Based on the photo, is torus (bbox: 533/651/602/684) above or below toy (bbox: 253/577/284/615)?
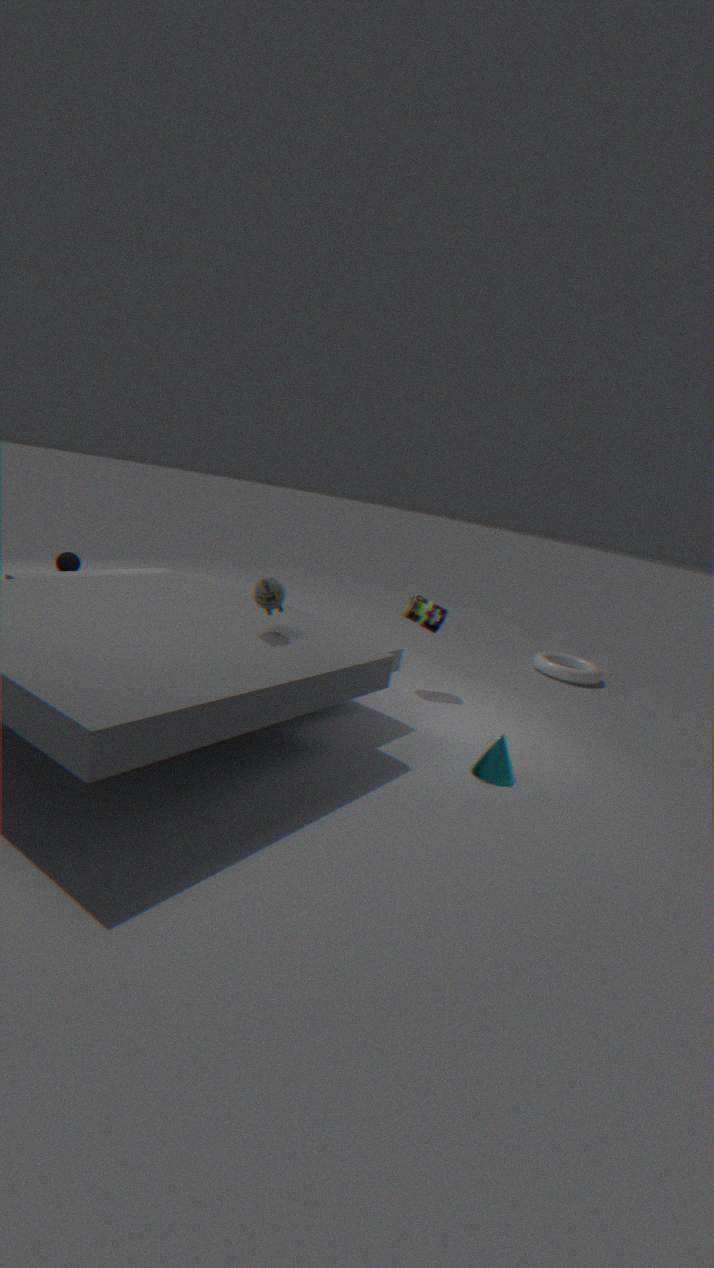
below
